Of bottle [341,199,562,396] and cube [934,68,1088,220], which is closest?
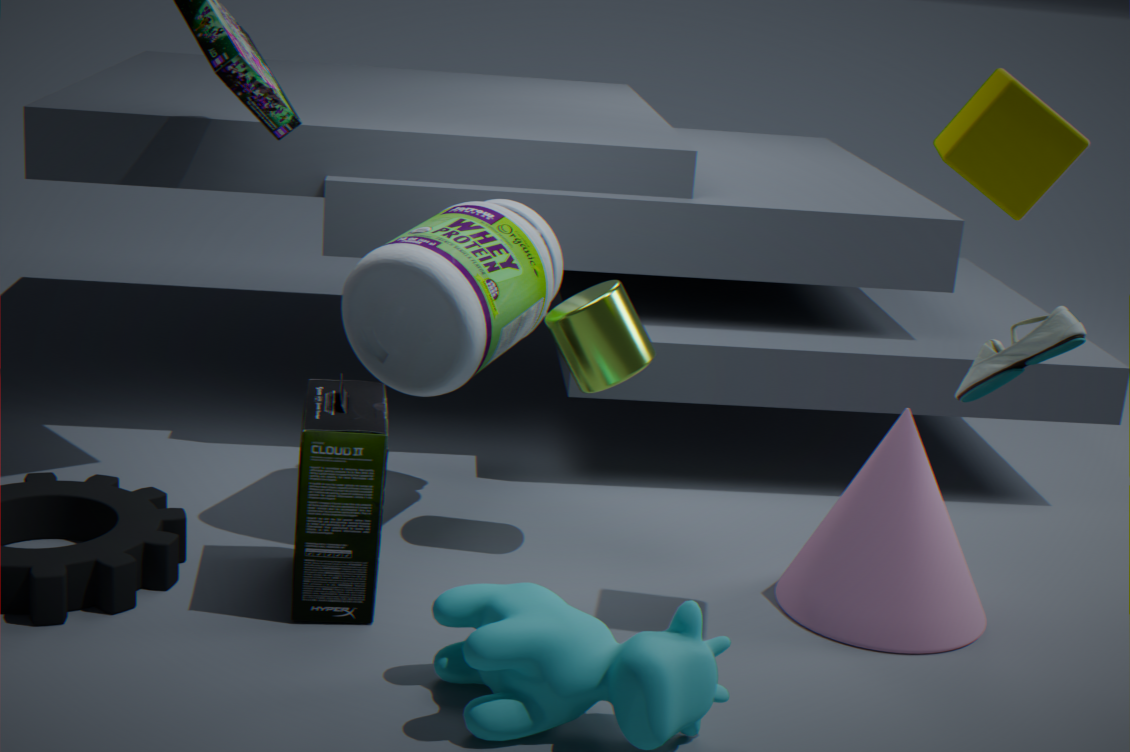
cube [934,68,1088,220]
